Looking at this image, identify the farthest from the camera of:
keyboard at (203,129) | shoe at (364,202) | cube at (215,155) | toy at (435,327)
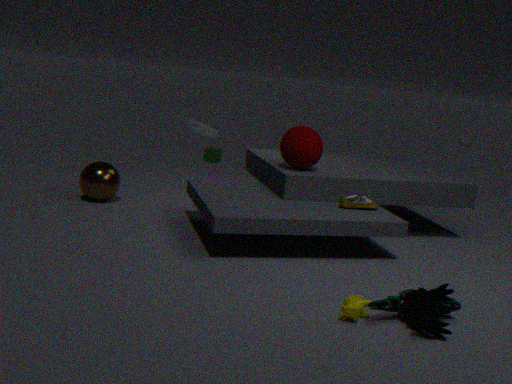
cube at (215,155)
